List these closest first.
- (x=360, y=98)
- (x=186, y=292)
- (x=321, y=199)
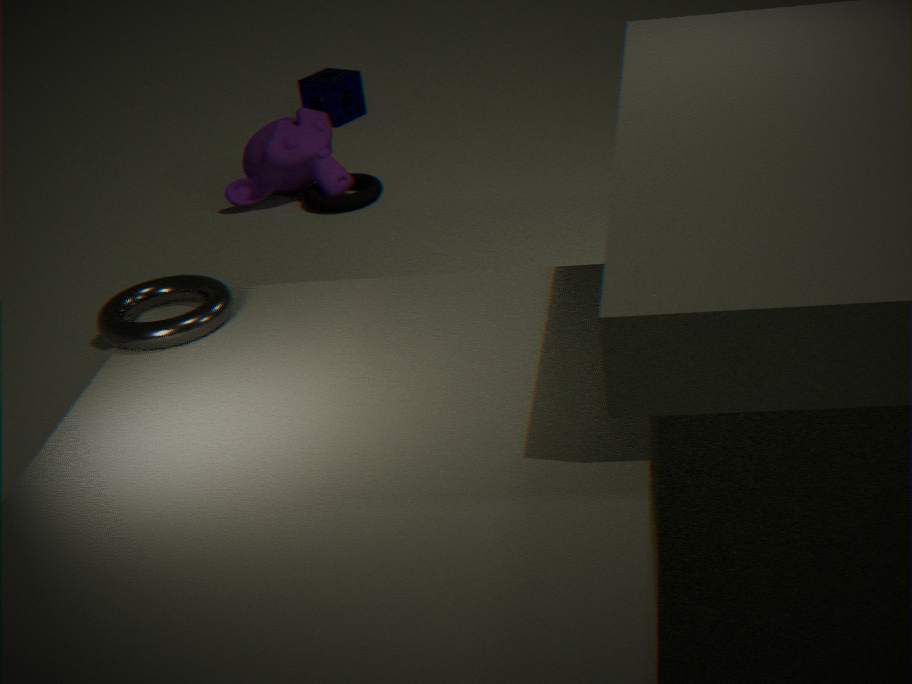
1. (x=186, y=292)
2. (x=321, y=199)
3. (x=360, y=98)
